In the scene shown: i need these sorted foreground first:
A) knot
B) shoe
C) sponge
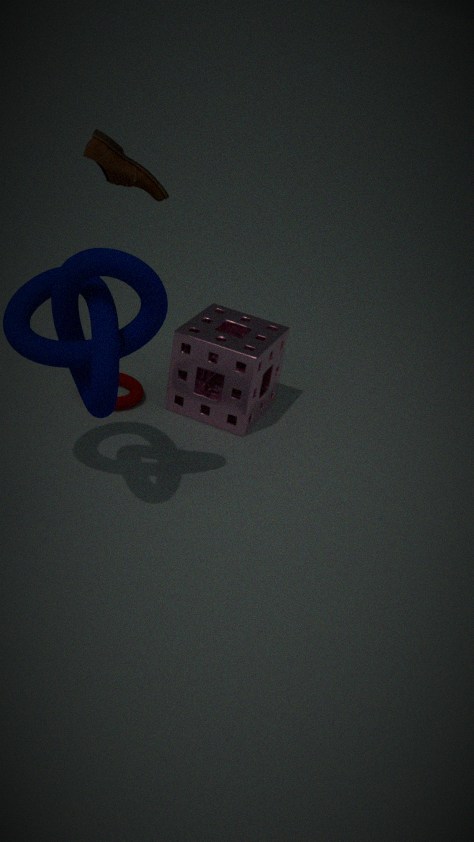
knot → shoe → sponge
